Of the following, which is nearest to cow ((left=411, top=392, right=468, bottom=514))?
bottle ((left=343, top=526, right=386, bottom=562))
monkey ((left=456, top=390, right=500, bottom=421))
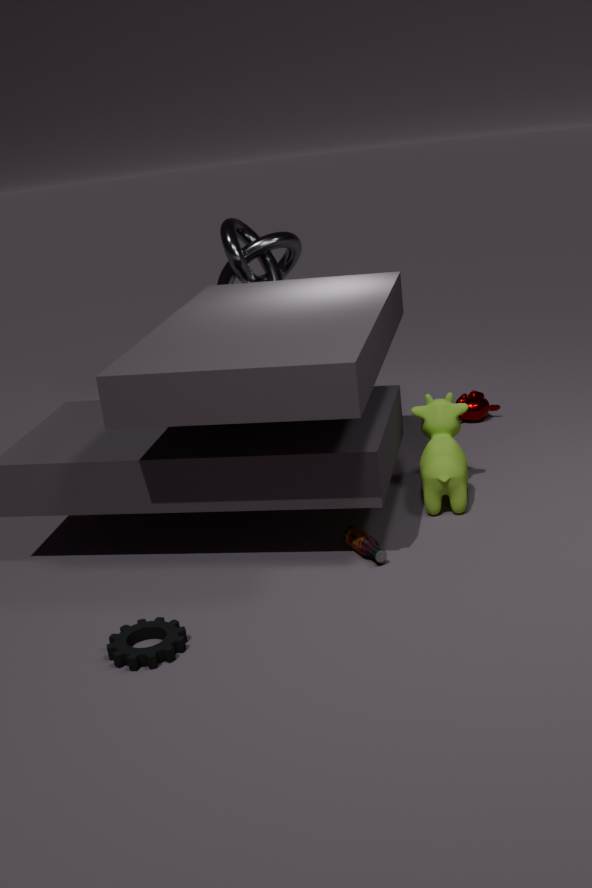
bottle ((left=343, top=526, right=386, bottom=562))
